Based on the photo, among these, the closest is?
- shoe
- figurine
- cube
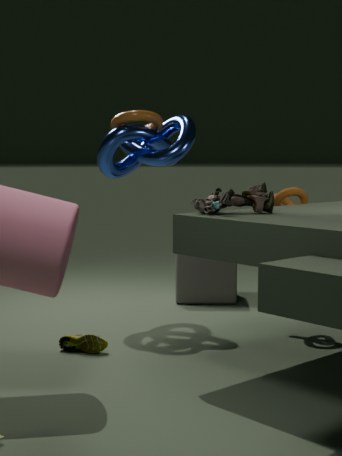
figurine
